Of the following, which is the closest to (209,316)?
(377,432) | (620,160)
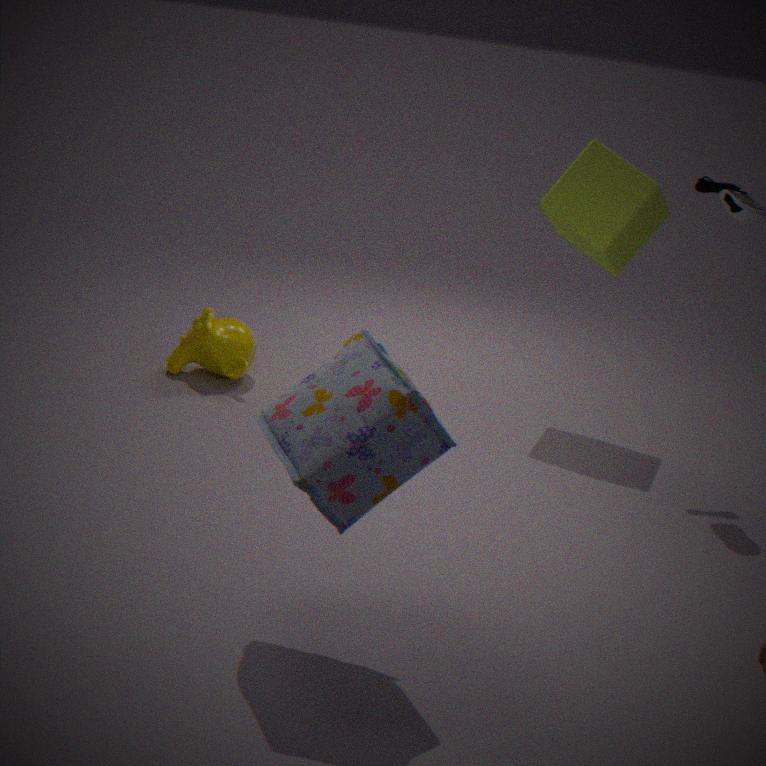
(620,160)
